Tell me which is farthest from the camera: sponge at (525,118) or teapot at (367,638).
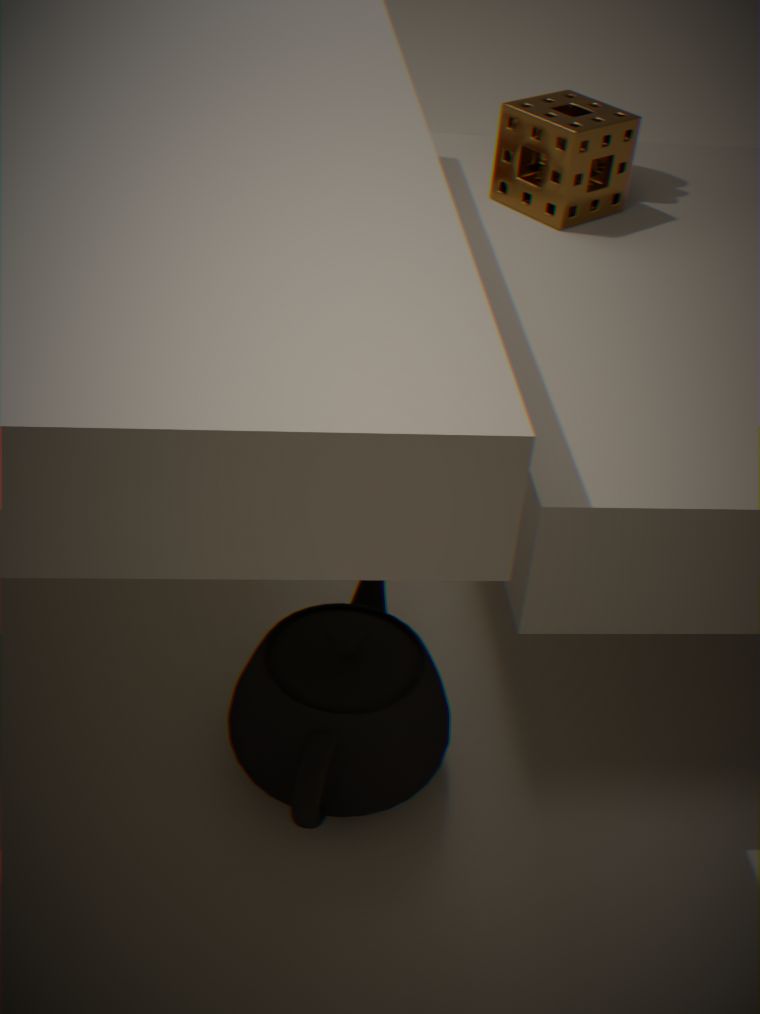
sponge at (525,118)
